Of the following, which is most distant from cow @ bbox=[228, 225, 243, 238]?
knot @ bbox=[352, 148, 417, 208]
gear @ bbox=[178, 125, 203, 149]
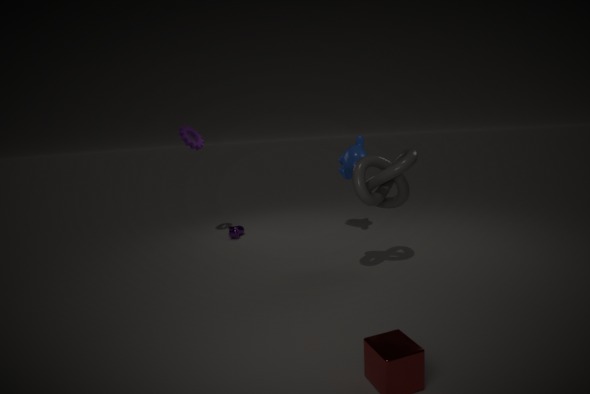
knot @ bbox=[352, 148, 417, 208]
